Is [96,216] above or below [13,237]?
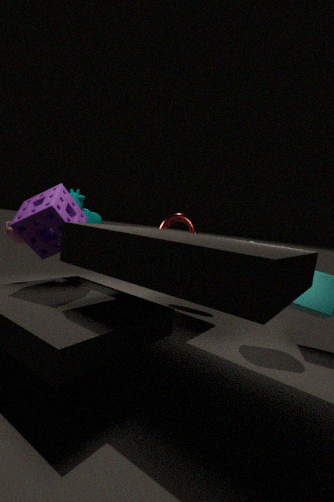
above
